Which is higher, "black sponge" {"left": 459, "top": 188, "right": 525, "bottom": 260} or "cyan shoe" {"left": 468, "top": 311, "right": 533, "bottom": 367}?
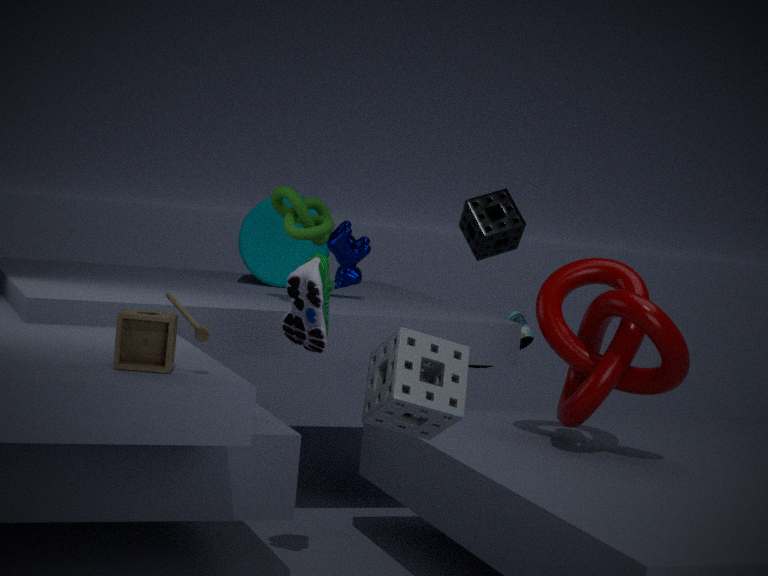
"black sponge" {"left": 459, "top": 188, "right": 525, "bottom": 260}
